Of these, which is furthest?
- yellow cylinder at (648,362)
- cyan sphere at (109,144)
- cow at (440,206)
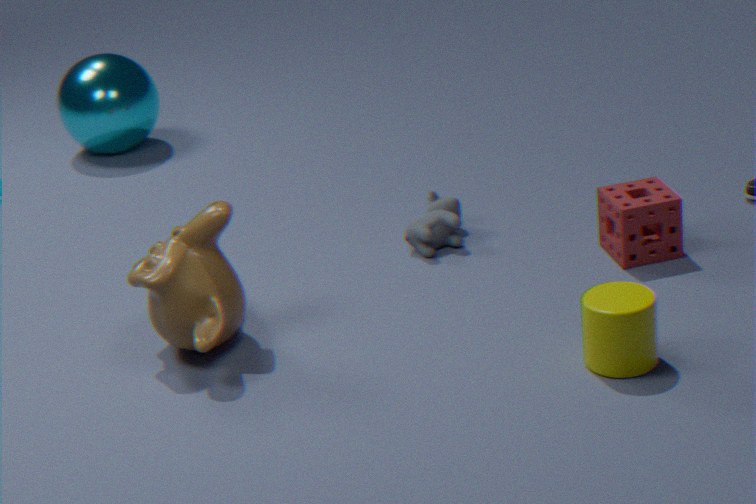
cyan sphere at (109,144)
